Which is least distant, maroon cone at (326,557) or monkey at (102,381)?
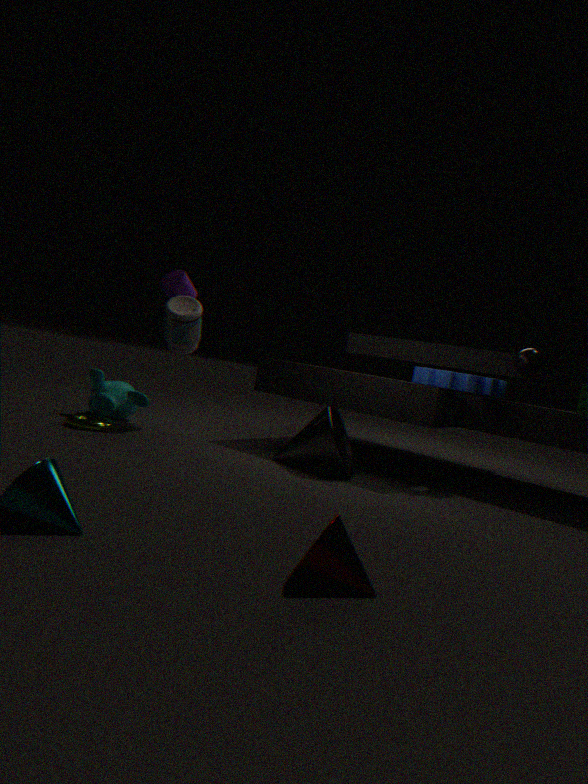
maroon cone at (326,557)
